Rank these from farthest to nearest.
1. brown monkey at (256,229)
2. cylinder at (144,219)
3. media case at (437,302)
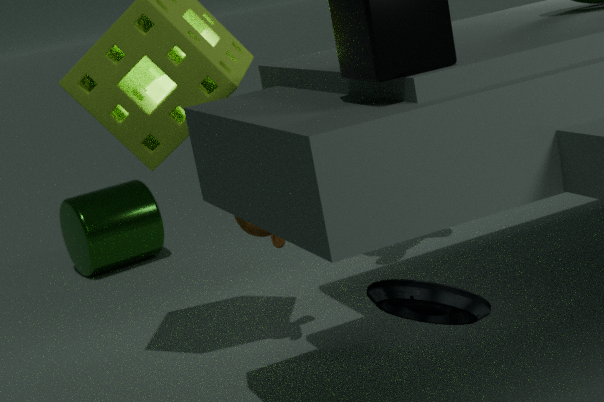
cylinder at (144,219) < brown monkey at (256,229) < media case at (437,302)
